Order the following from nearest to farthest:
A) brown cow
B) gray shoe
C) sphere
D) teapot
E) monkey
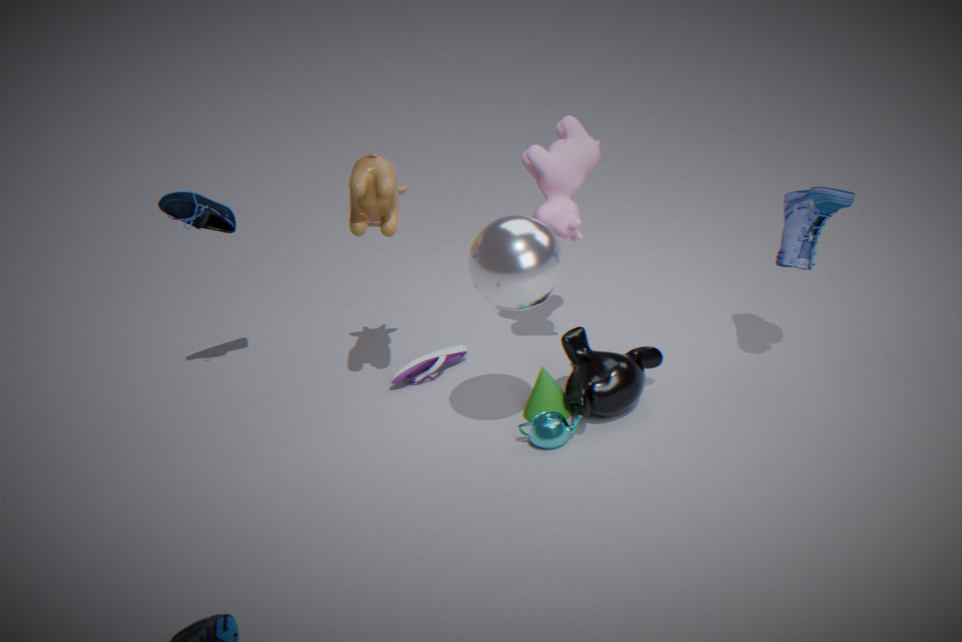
1. sphere
2. brown cow
3. teapot
4. monkey
5. gray shoe
